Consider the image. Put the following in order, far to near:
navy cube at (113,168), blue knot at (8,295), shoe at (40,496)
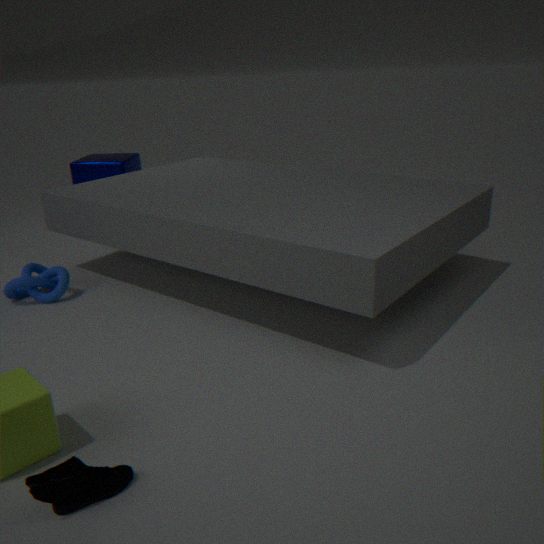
navy cube at (113,168), blue knot at (8,295), shoe at (40,496)
